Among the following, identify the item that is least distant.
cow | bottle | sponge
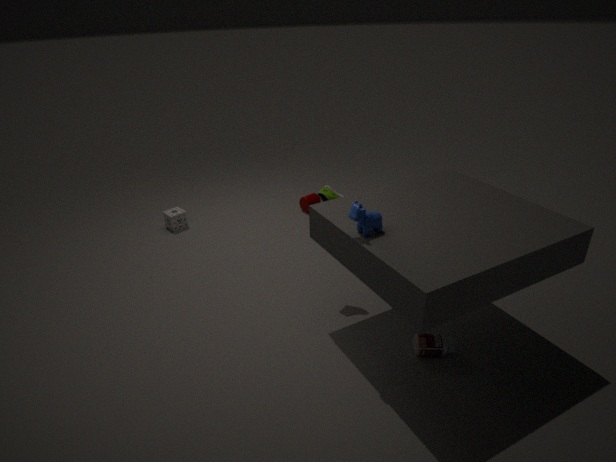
cow
